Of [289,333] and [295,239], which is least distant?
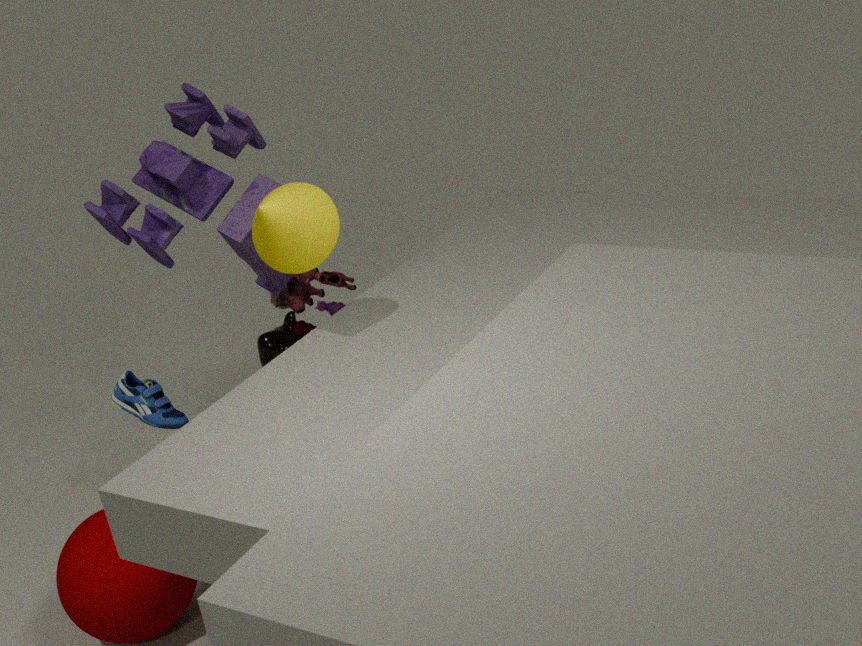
[295,239]
